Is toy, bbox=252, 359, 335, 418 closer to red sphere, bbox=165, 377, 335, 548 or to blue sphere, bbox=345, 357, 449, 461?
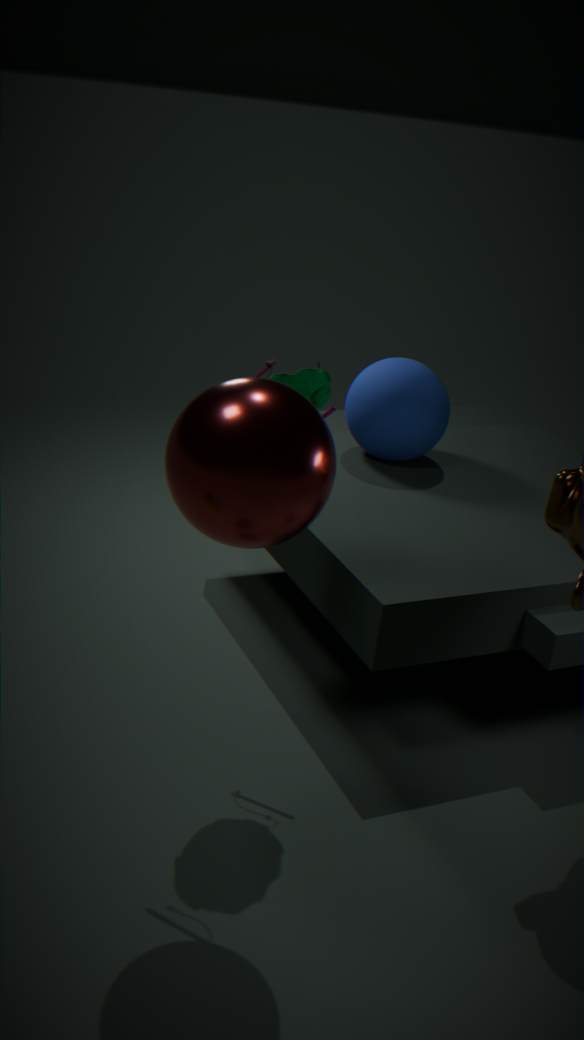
red sphere, bbox=165, 377, 335, 548
